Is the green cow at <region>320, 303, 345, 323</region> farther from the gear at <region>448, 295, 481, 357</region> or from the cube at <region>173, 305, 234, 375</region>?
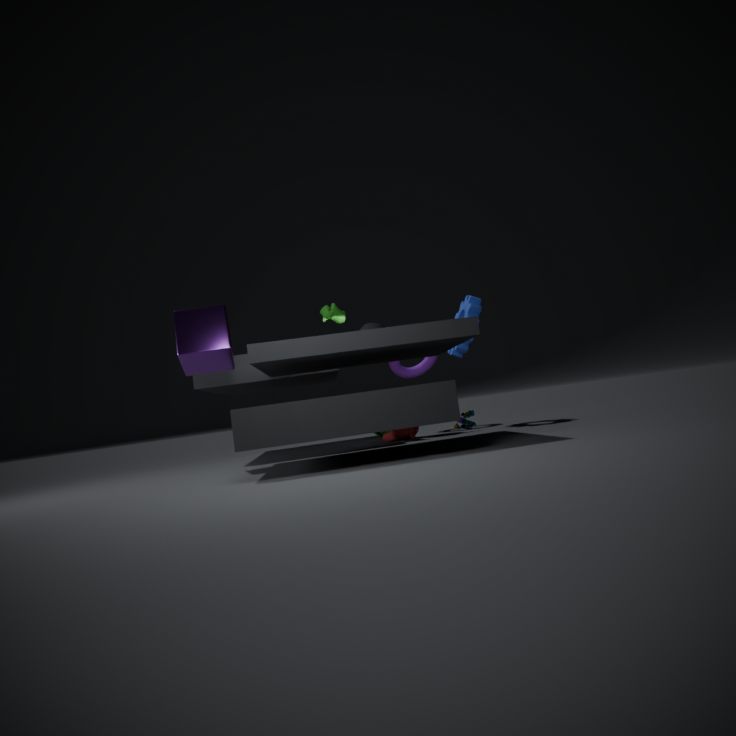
the gear at <region>448, 295, 481, 357</region>
